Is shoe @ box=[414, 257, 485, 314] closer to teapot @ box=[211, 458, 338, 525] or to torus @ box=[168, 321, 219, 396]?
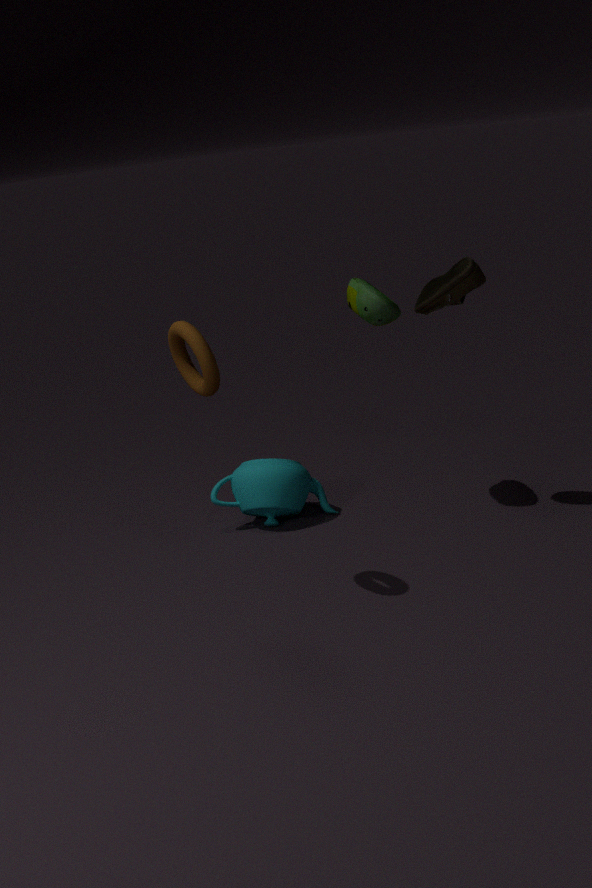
teapot @ box=[211, 458, 338, 525]
